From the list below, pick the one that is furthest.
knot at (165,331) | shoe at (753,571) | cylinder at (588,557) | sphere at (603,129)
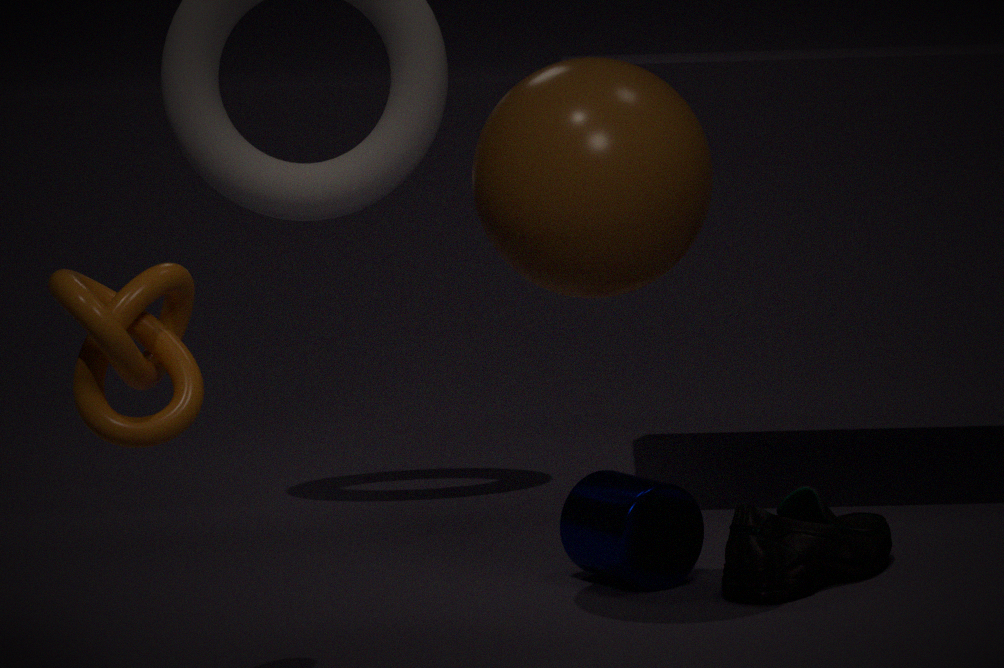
cylinder at (588,557)
